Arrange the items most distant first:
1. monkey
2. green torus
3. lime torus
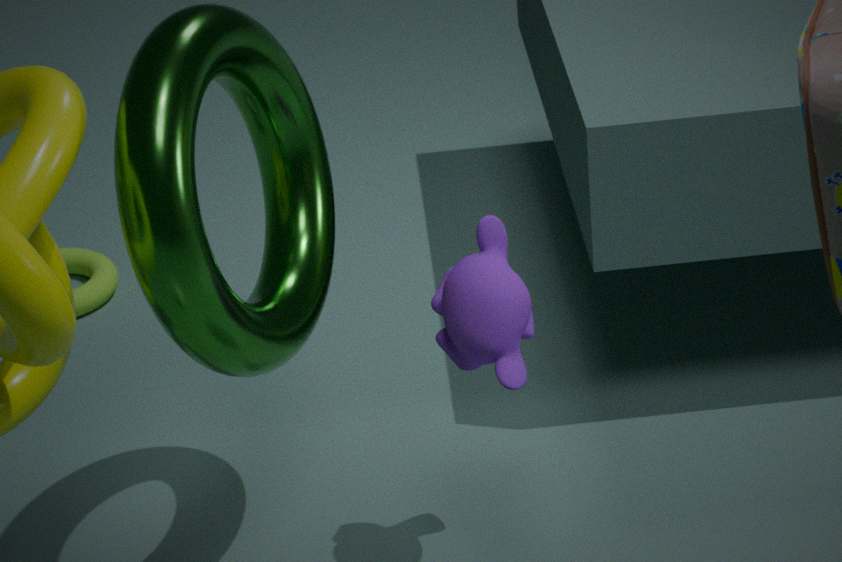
lime torus, monkey, green torus
